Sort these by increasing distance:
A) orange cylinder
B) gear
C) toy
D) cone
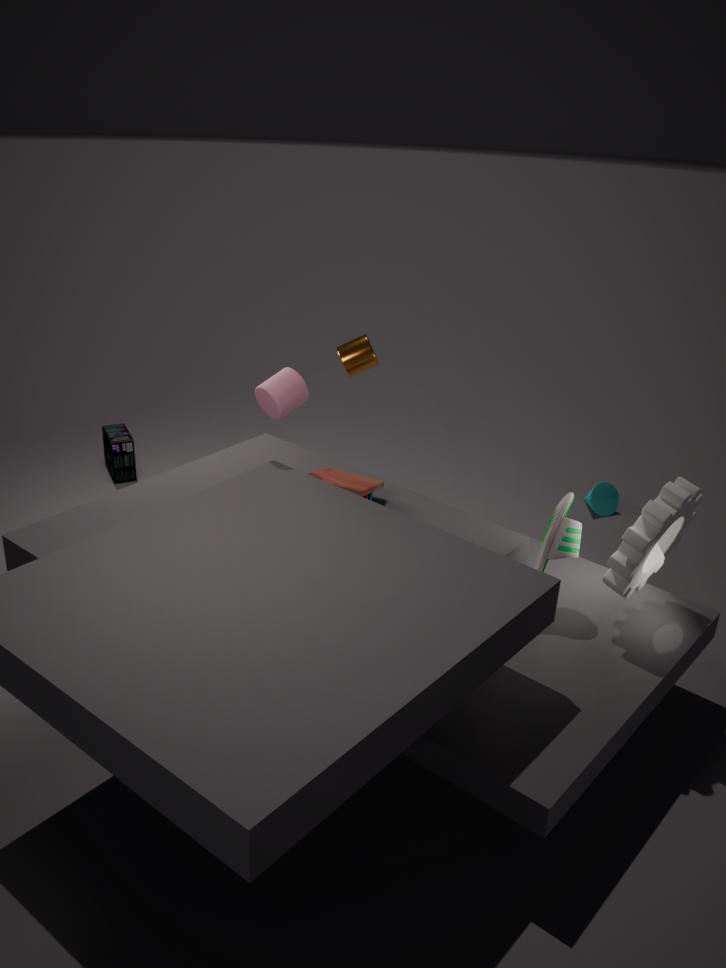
gear
toy
orange cylinder
cone
